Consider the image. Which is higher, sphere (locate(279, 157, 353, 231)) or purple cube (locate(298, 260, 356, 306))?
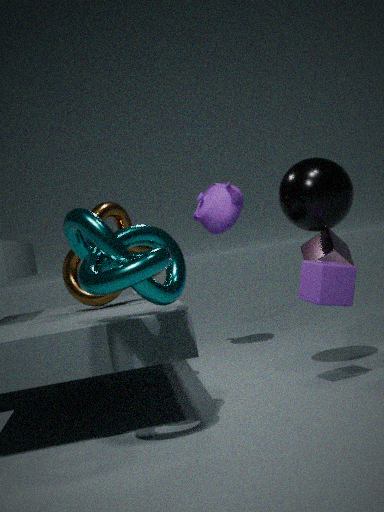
sphere (locate(279, 157, 353, 231))
